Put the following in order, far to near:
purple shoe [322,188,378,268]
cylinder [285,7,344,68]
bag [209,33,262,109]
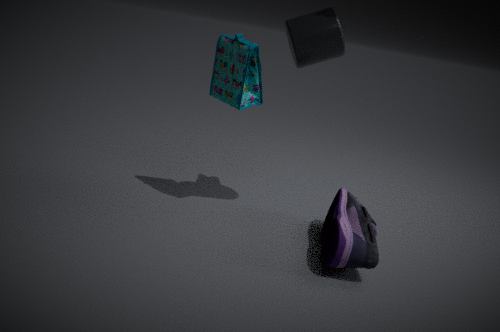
bag [209,33,262,109]
cylinder [285,7,344,68]
purple shoe [322,188,378,268]
